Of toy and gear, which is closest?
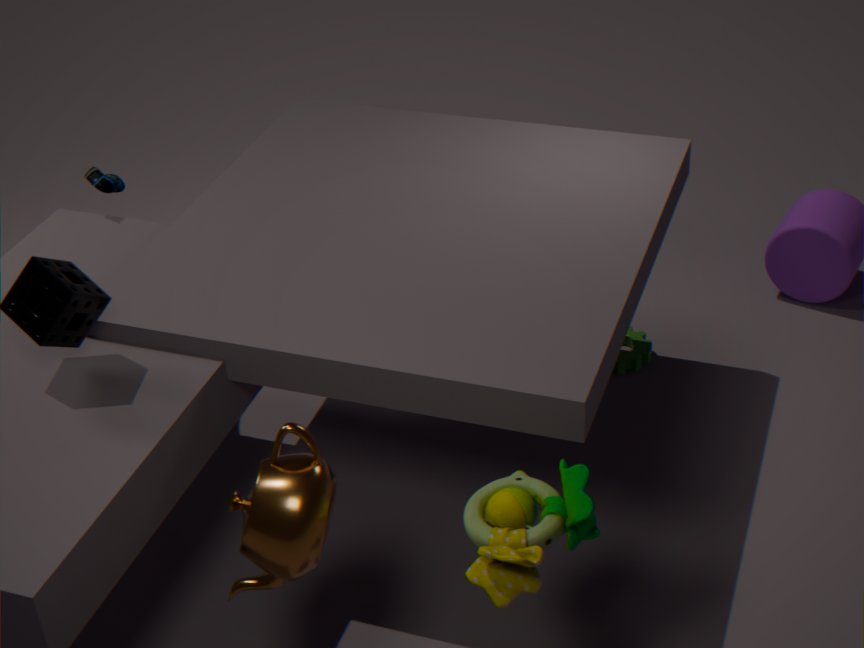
toy
